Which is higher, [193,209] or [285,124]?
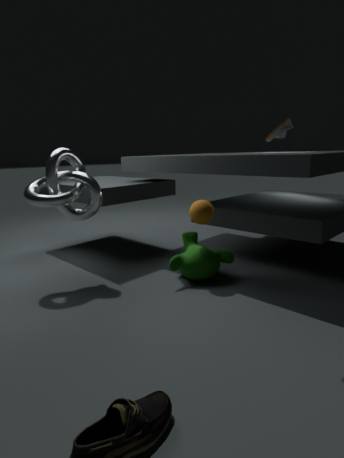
[285,124]
